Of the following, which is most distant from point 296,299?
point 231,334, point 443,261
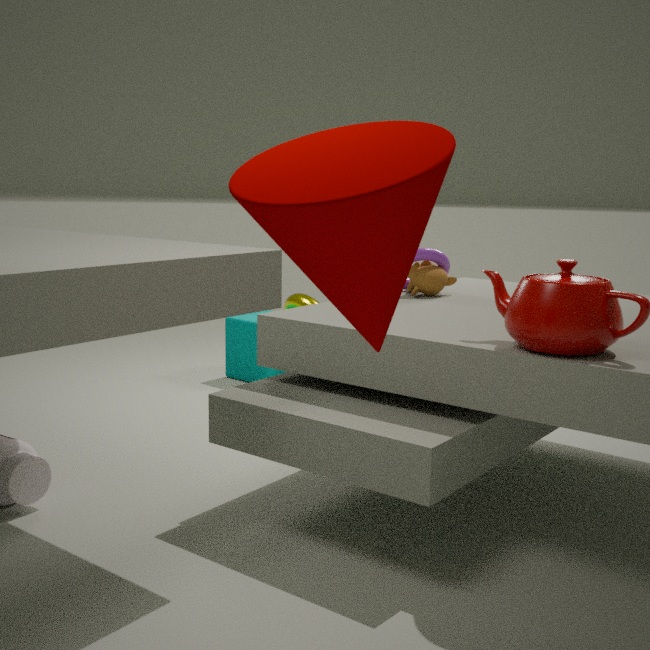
point 443,261
